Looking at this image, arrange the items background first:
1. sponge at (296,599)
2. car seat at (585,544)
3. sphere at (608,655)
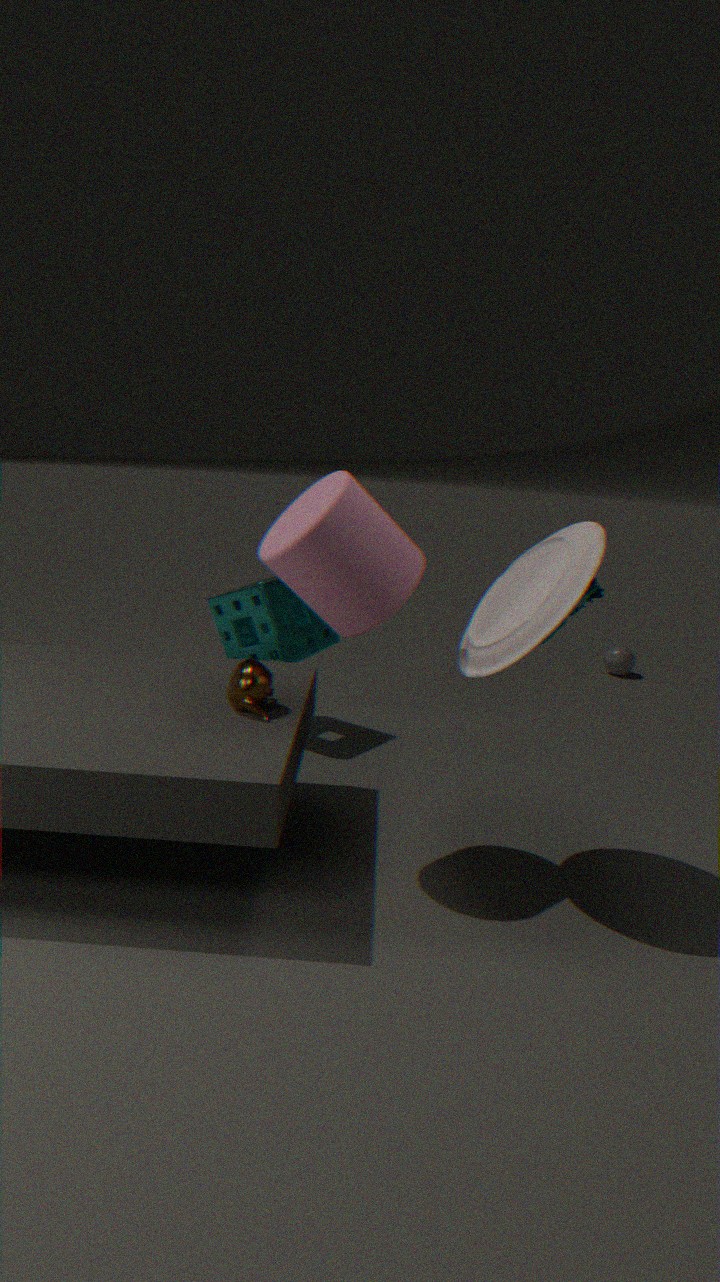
sphere at (608,655) → sponge at (296,599) → car seat at (585,544)
